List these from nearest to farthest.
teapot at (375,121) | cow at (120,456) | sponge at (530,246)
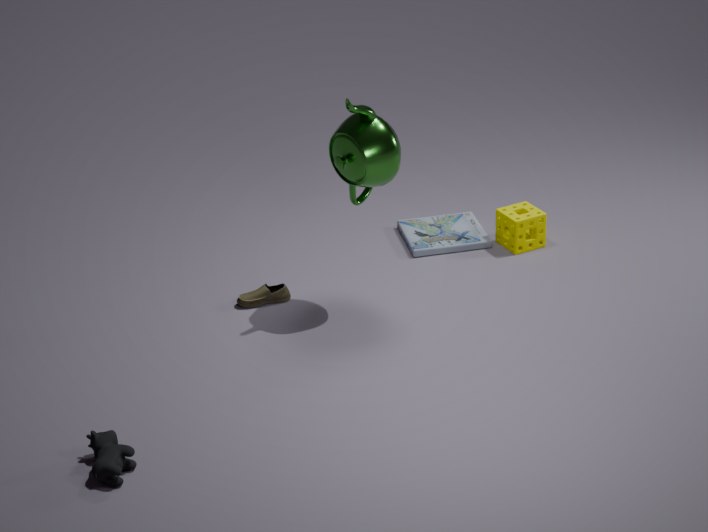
cow at (120,456) → teapot at (375,121) → sponge at (530,246)
